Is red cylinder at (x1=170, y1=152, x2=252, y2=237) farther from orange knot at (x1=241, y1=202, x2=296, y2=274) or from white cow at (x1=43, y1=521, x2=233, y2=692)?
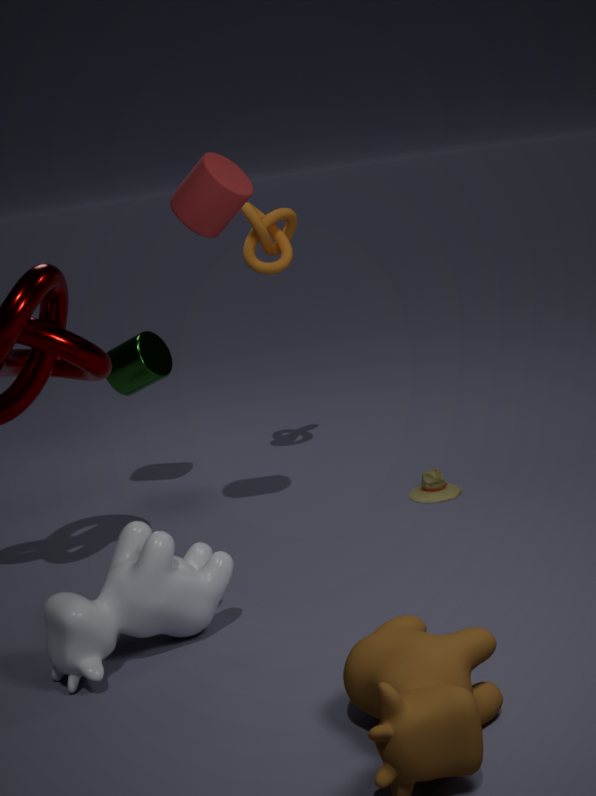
white cow at (x1=43, y1=521, x2=233, y2=692)
